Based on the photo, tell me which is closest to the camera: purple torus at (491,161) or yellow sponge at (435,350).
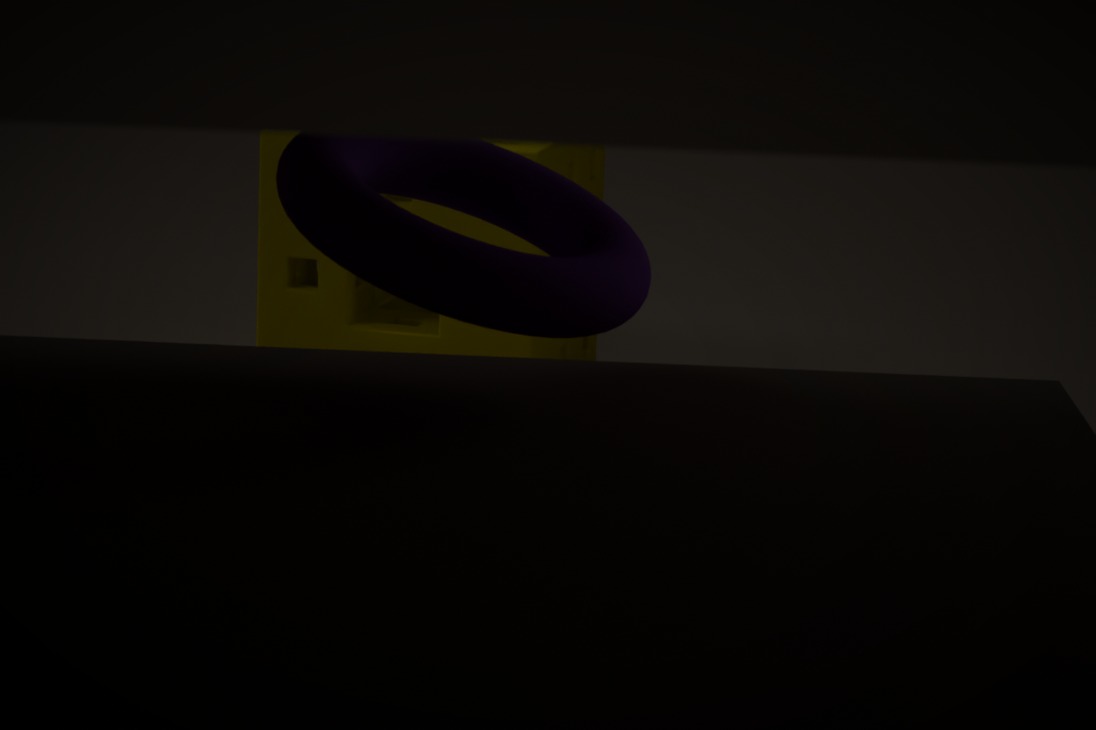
purple torus at (491,161)
